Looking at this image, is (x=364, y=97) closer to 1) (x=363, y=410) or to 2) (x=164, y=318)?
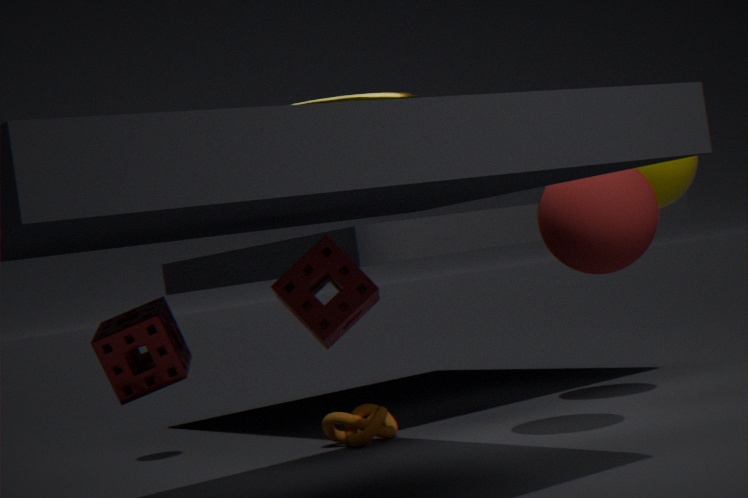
2) (x=164, y=318)
